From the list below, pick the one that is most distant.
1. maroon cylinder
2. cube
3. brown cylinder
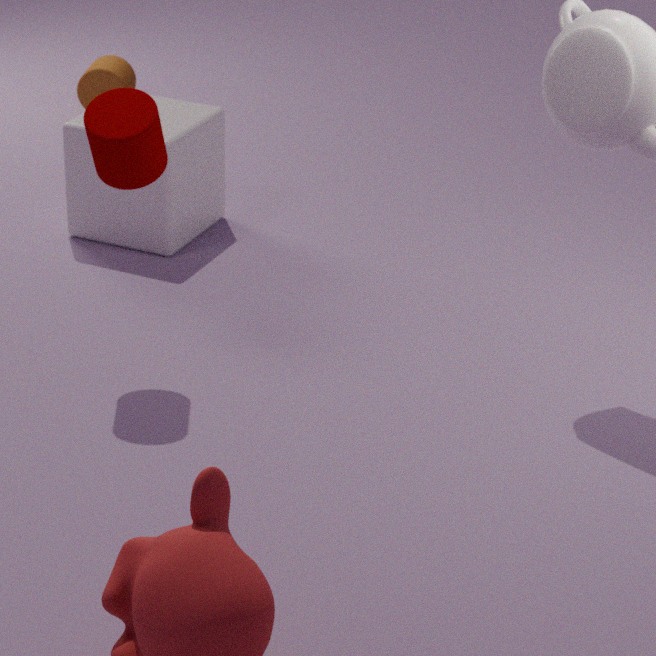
brown cylinder
